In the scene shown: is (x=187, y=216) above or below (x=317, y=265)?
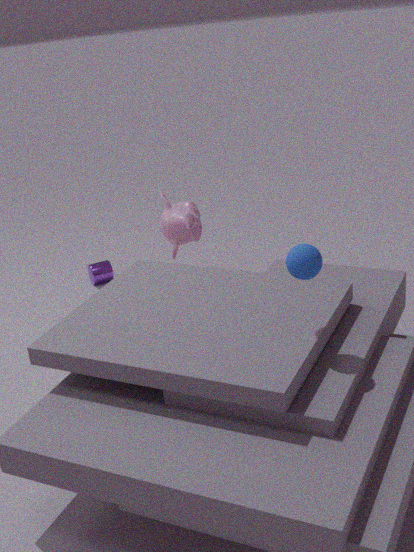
below
